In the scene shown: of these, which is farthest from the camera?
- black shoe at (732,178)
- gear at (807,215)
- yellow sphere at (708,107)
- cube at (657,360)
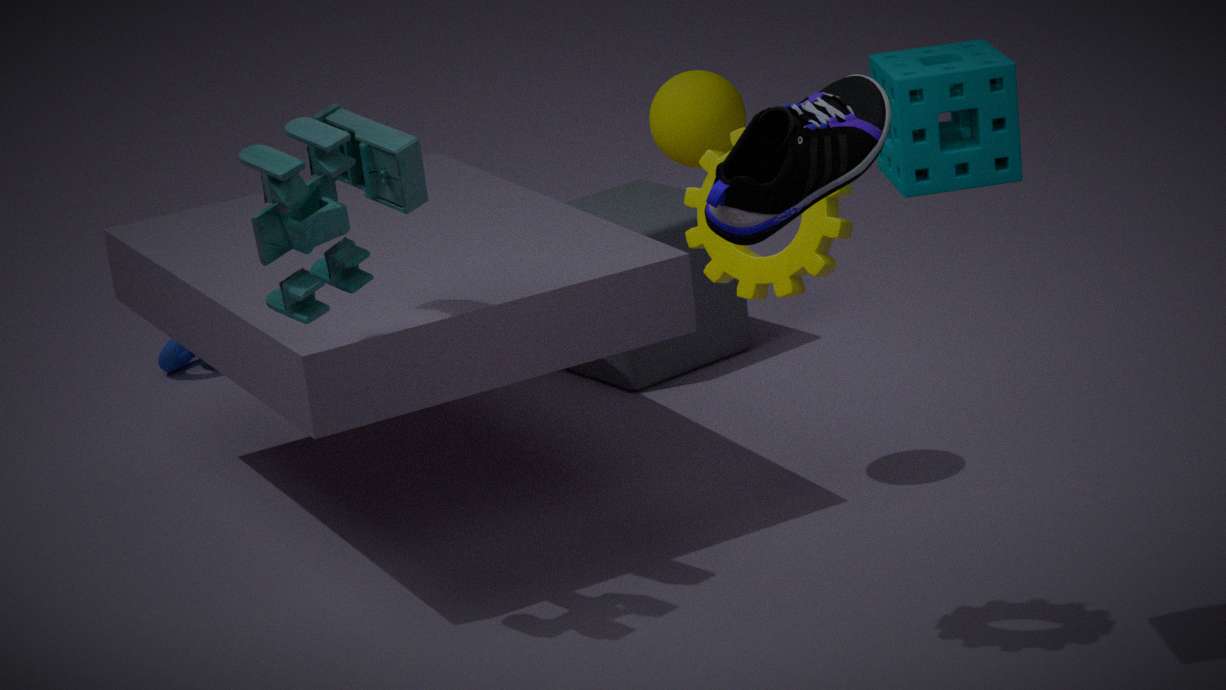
cube at (657,360)
